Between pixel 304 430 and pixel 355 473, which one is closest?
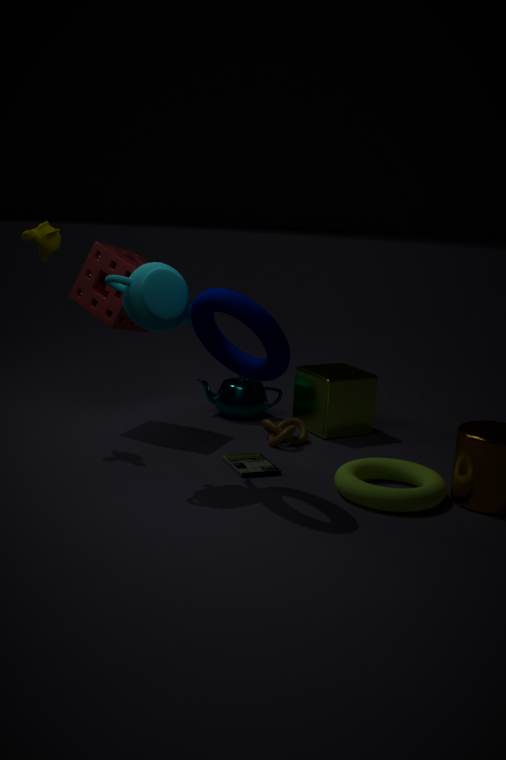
pixel 355 473
